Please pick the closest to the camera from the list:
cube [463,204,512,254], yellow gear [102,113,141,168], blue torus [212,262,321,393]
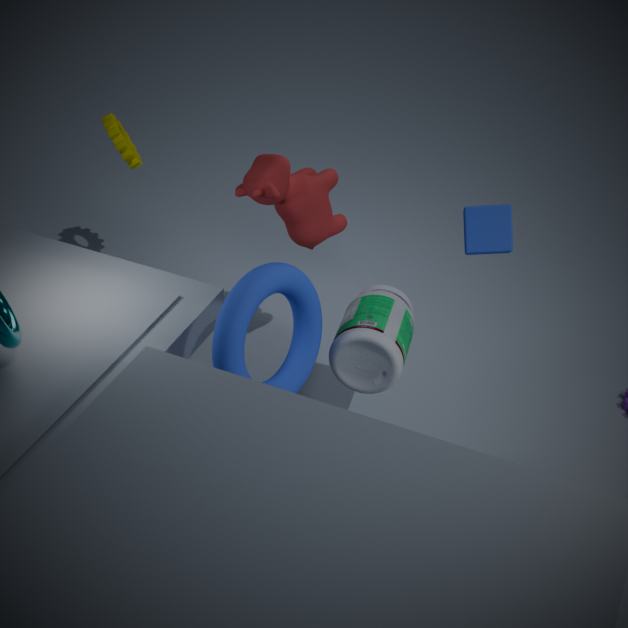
blue torus [212,262,321,393]
